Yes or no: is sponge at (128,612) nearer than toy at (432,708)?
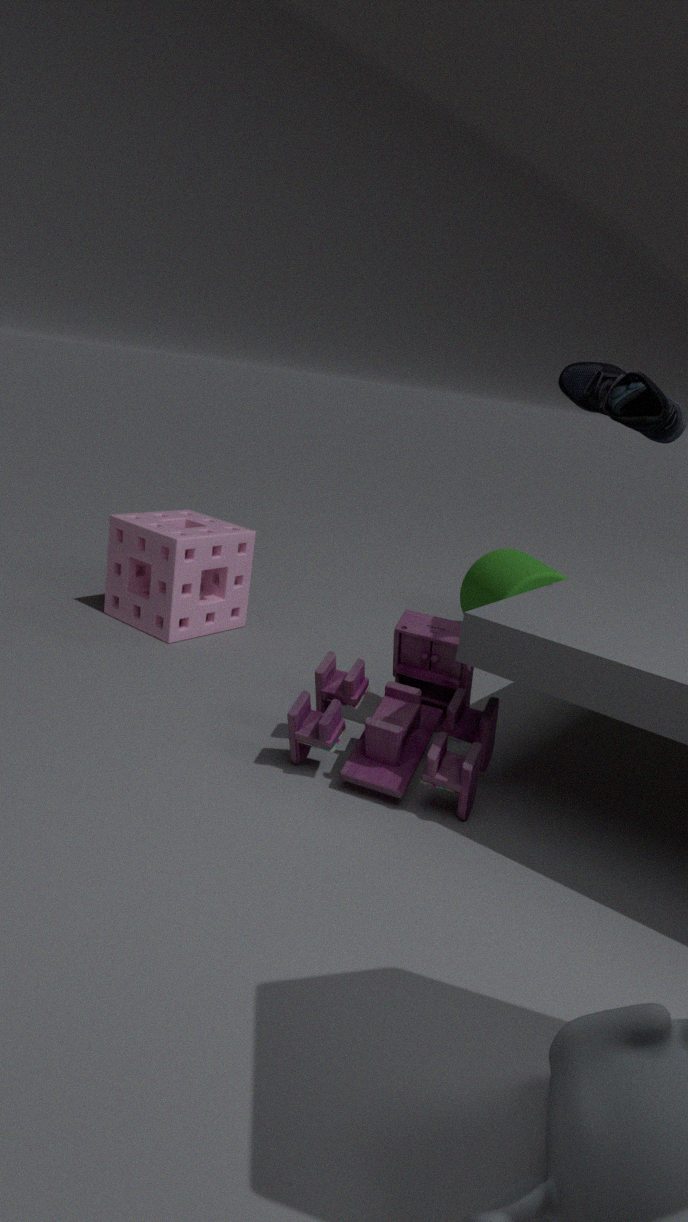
No
